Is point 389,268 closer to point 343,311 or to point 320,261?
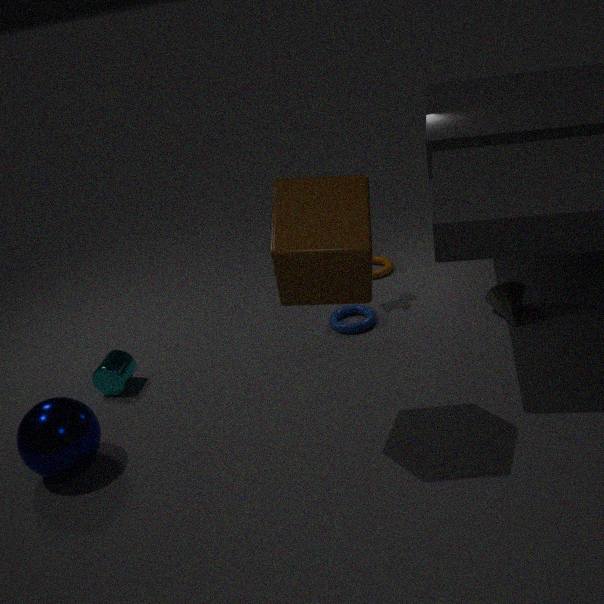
point 343,311
